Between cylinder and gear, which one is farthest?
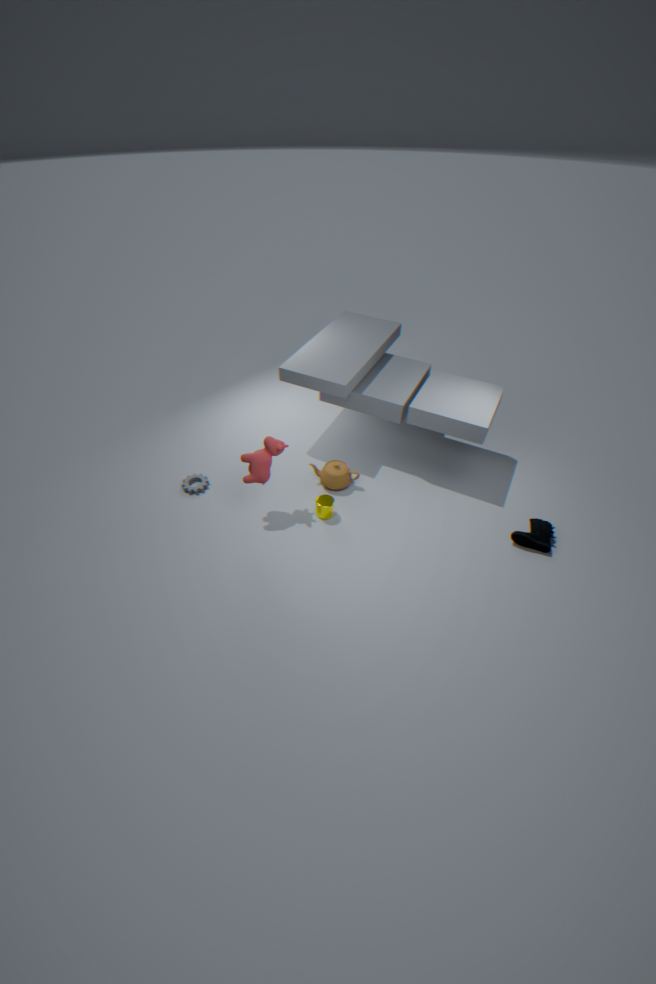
gear
